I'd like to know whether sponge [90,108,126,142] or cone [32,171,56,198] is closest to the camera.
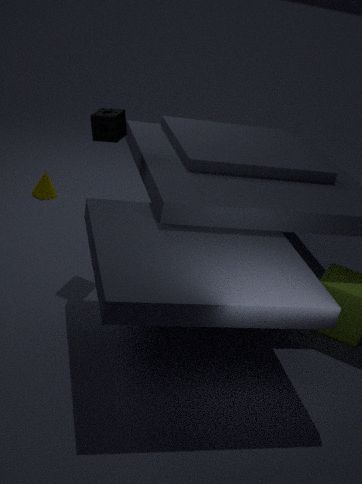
sponge [90,108,126,142]
